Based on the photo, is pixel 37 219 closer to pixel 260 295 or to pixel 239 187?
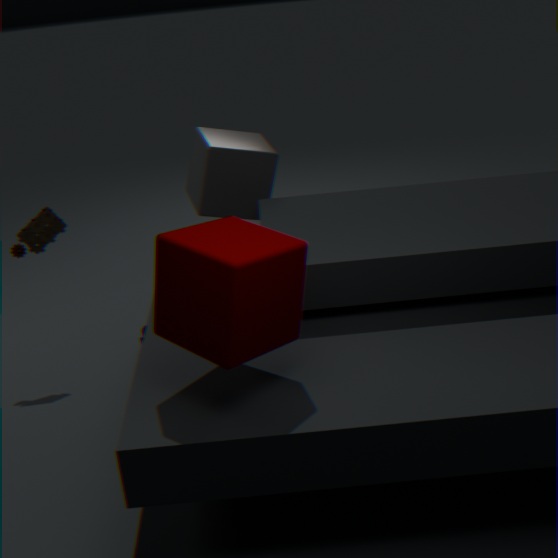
pixel 239 187
